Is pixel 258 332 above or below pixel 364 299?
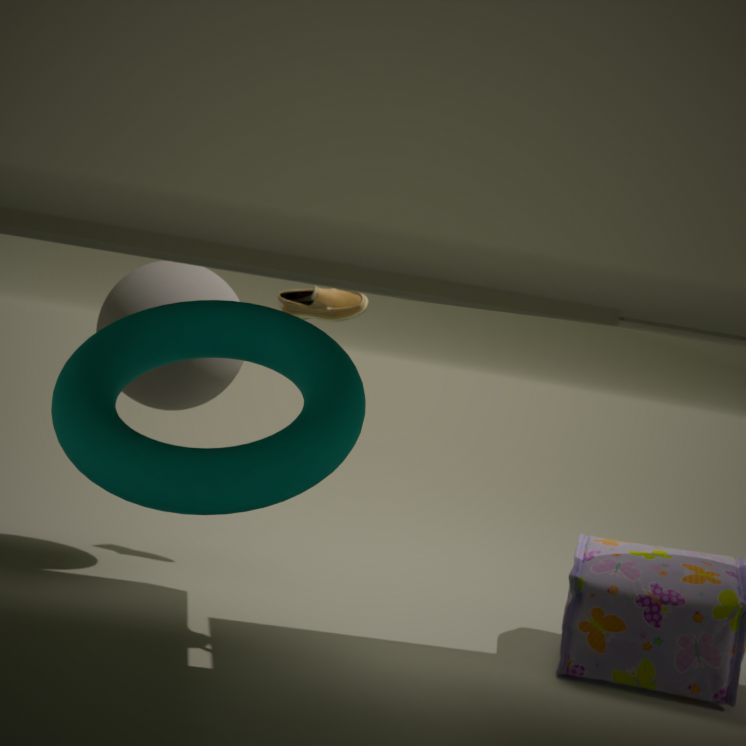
below
